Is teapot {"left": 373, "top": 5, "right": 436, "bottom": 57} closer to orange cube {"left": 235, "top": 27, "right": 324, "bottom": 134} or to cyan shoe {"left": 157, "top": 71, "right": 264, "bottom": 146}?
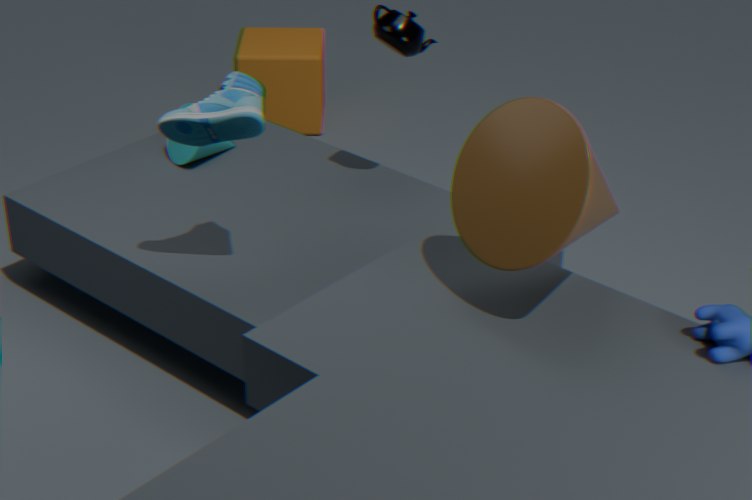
cyan shoe {"left": 157, "top": 71, "right": 264, "bottom": 146}
